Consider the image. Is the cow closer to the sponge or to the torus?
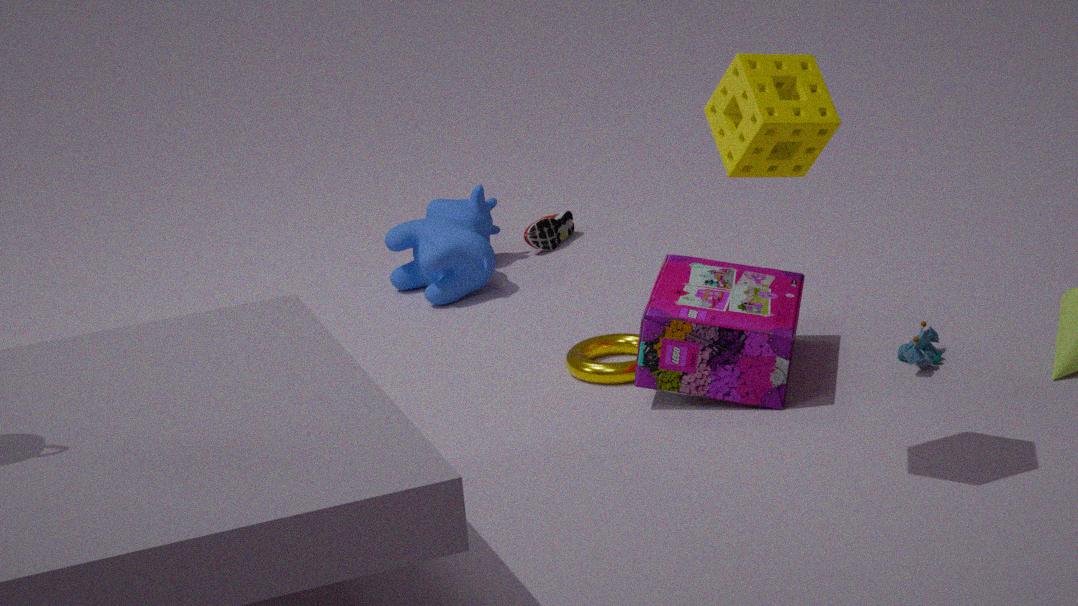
the torus
